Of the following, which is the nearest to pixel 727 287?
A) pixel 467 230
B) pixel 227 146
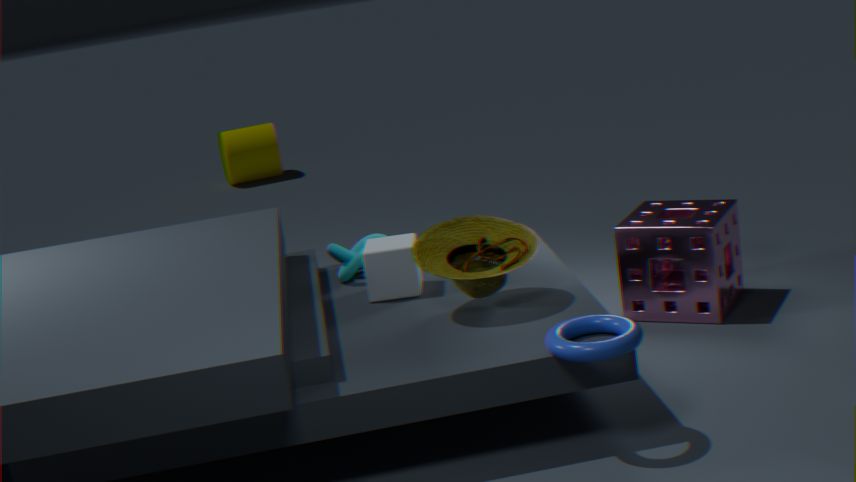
pixel 467 230
